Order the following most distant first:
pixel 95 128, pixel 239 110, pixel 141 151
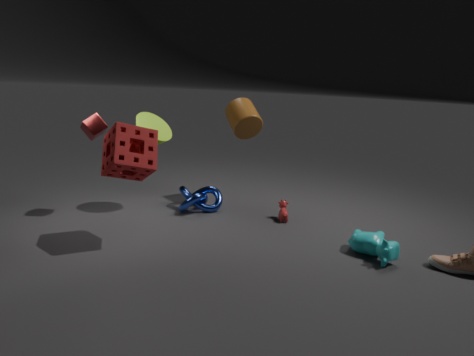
pixel 239 110, pixel 95 128, pixel 141 151
